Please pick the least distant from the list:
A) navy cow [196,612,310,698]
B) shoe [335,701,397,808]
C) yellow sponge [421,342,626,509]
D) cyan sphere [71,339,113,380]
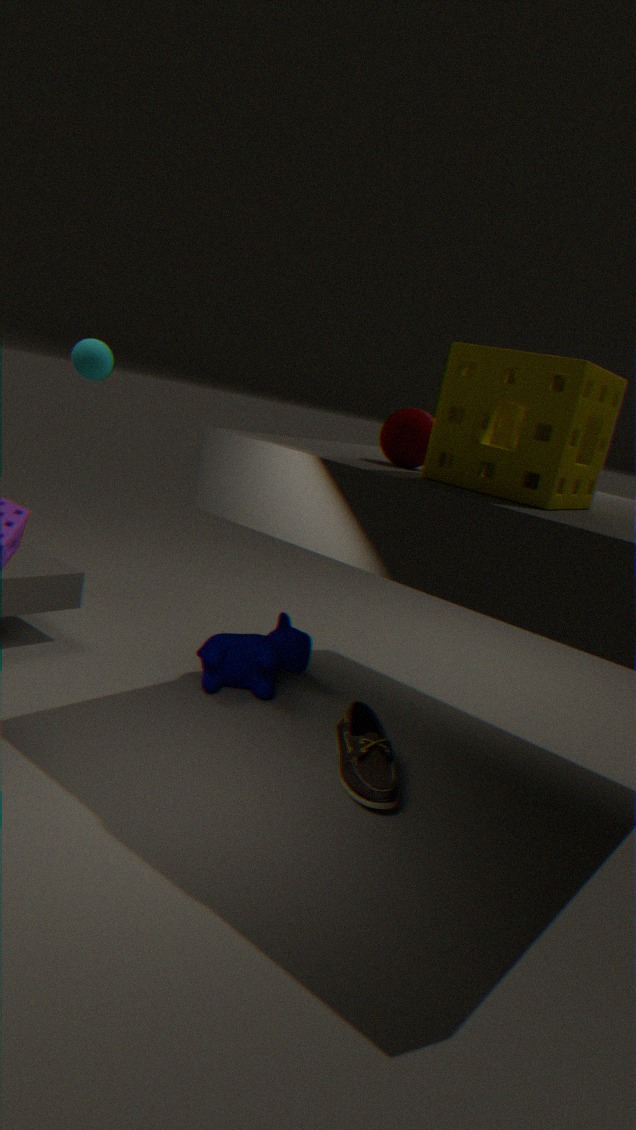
yellow sponge [421,342,626,509]
